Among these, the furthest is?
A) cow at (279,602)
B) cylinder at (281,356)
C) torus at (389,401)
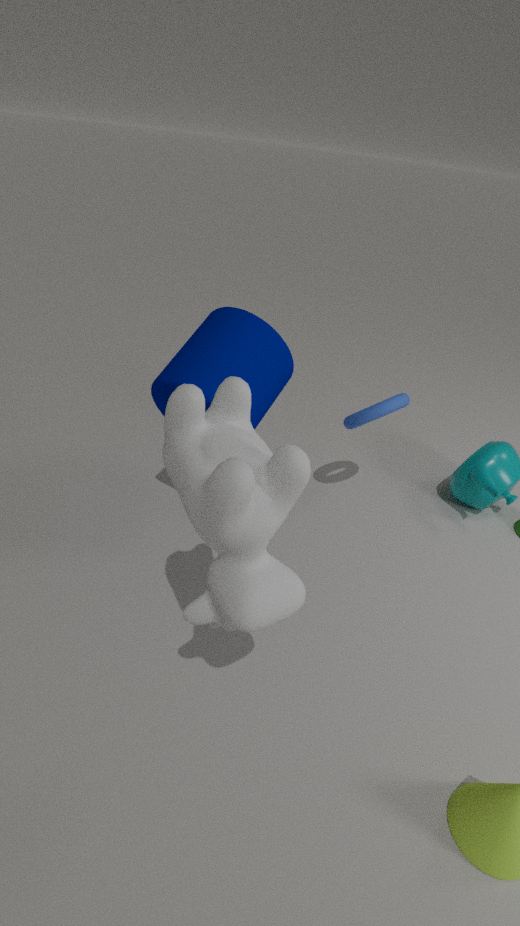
torus at (389,401)
